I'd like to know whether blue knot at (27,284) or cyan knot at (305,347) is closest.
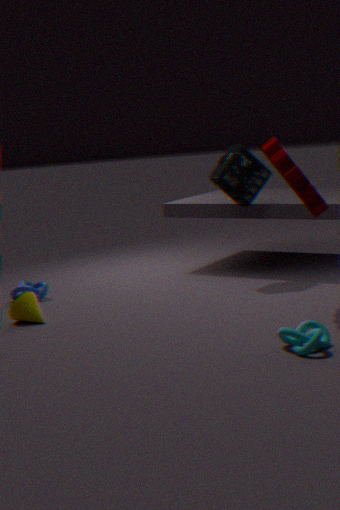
cyan knot at (305,347)
